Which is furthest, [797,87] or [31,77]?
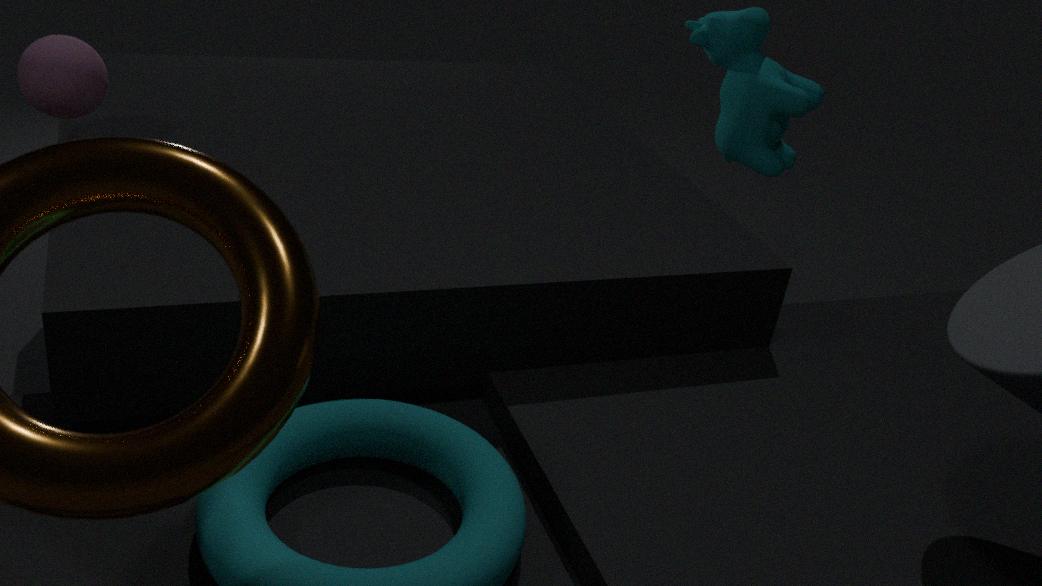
[797,87]
